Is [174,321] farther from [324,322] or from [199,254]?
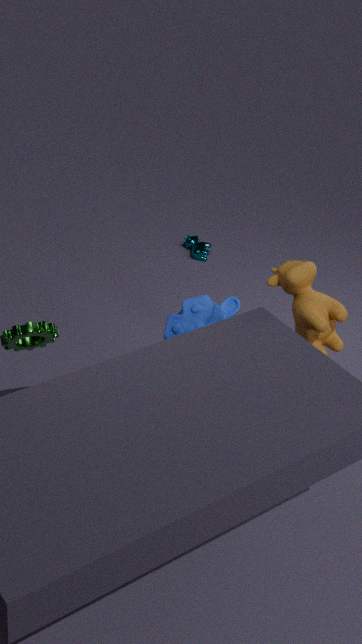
[199,254]
